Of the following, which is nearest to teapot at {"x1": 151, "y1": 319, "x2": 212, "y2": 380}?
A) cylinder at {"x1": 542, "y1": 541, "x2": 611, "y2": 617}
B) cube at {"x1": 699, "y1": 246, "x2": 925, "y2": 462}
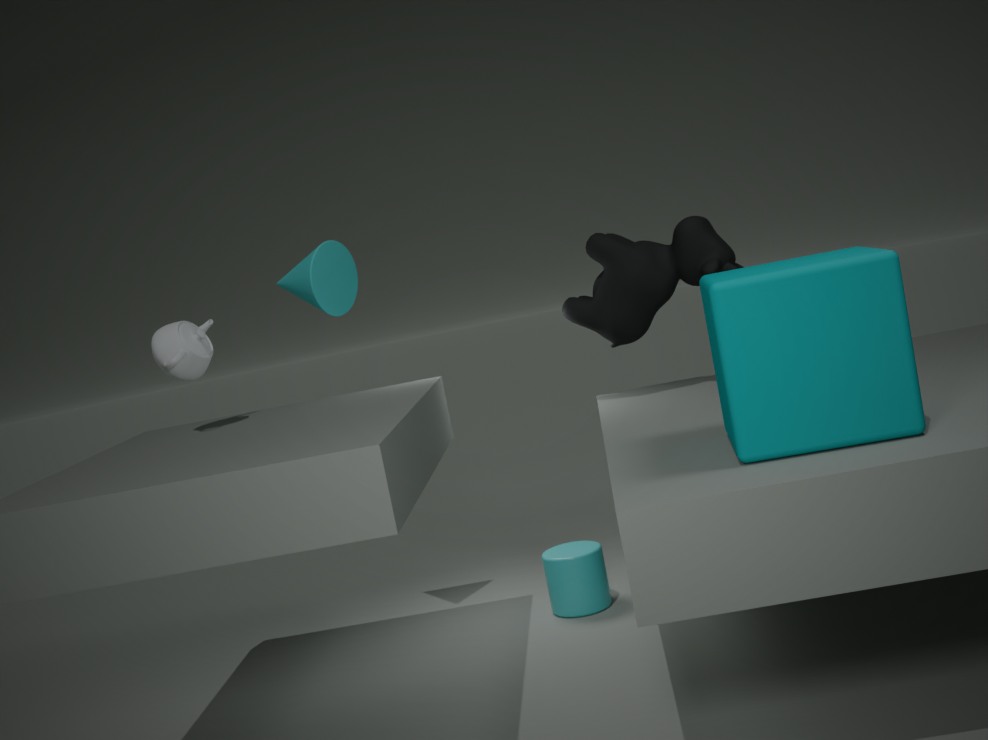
cylinder at {"x1": 542, "y1": 541, "x2": 611, "y2": 617}
